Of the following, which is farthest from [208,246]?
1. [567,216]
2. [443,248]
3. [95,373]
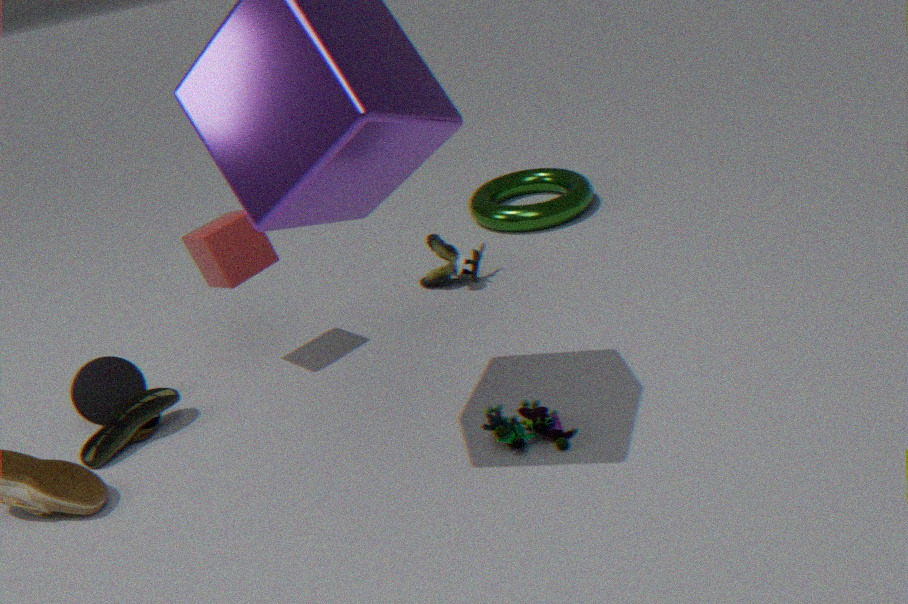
[567,216]
